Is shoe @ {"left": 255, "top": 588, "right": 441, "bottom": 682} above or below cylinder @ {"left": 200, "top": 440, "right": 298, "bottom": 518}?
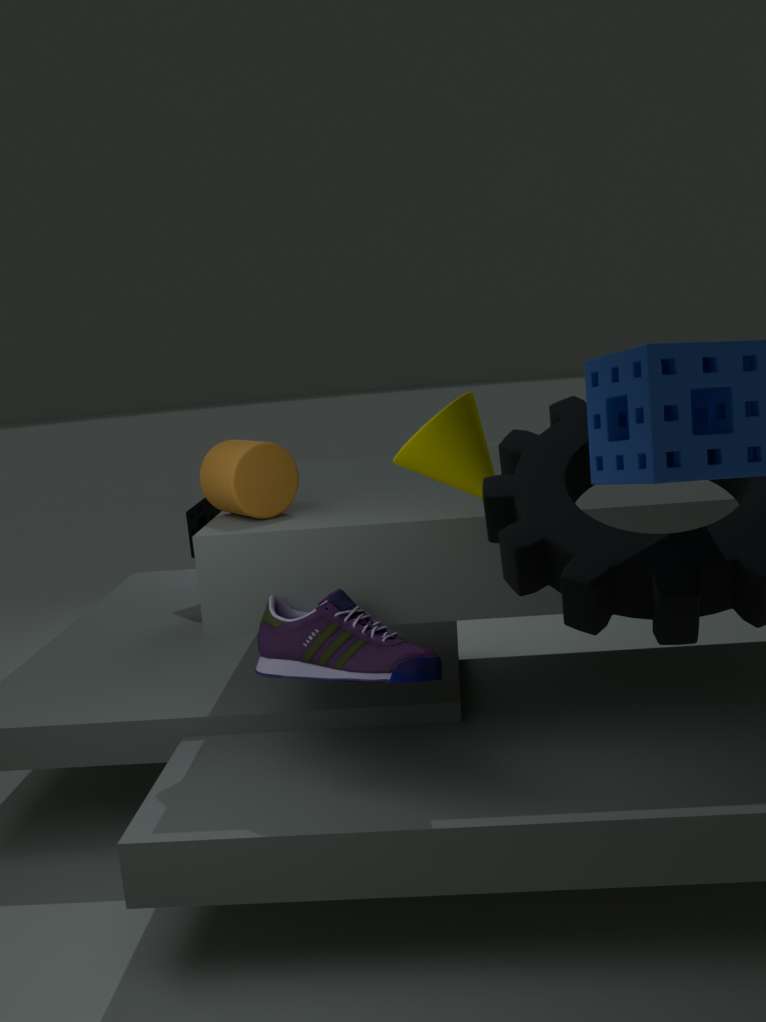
below
